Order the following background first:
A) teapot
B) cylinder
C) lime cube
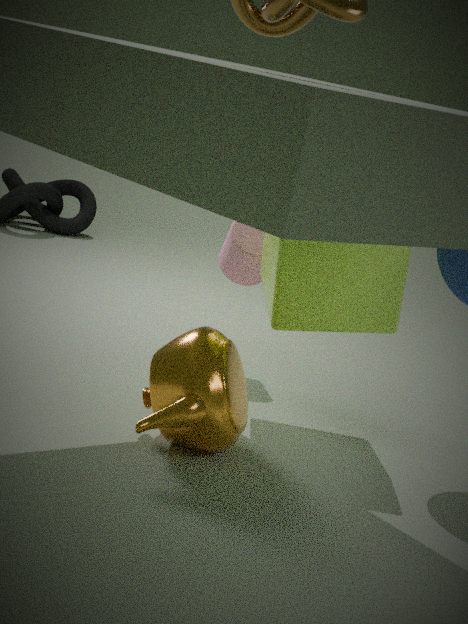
cylinder < lime cube < teapot
